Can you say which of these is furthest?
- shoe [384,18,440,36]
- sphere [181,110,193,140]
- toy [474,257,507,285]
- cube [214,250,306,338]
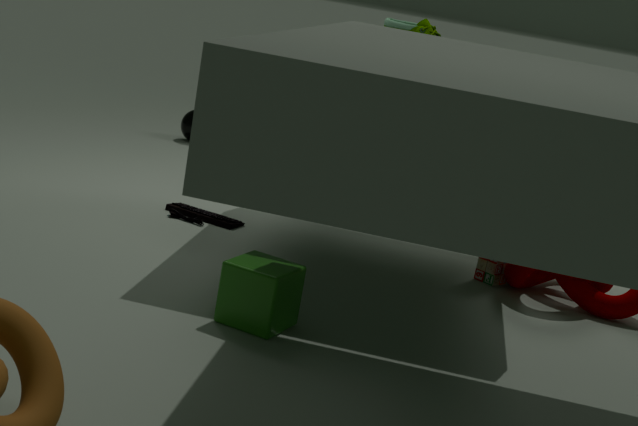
sphere [181,110,193,140]
